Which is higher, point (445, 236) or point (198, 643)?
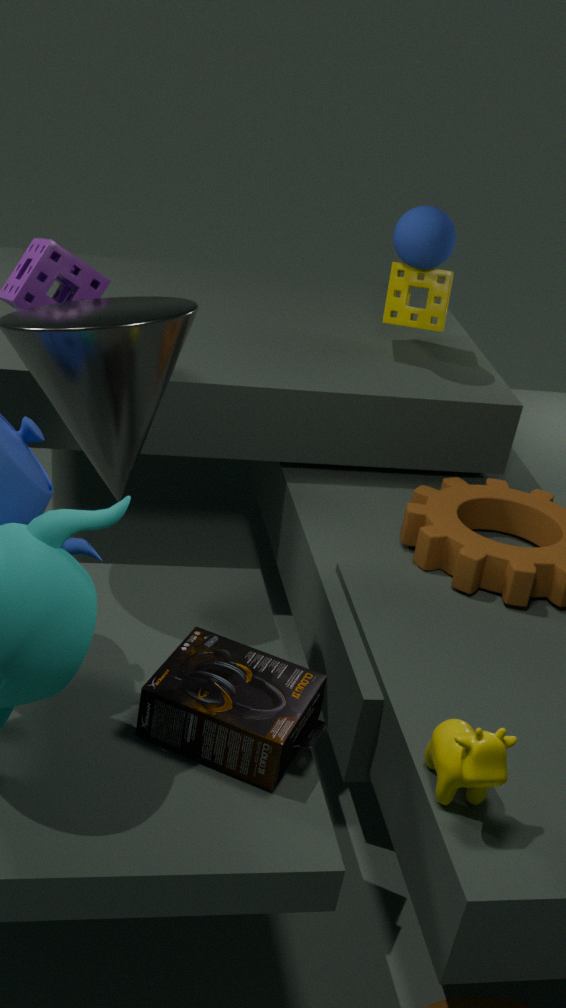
point (445, 236)
